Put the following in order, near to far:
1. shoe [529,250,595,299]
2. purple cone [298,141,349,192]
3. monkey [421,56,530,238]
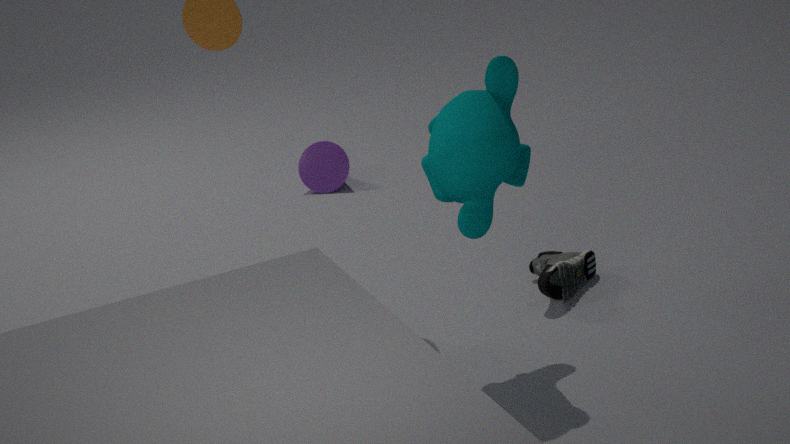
monkey [421,56,530,238], shoe [529,250,595,299], purple cone [298,141,349,192]
